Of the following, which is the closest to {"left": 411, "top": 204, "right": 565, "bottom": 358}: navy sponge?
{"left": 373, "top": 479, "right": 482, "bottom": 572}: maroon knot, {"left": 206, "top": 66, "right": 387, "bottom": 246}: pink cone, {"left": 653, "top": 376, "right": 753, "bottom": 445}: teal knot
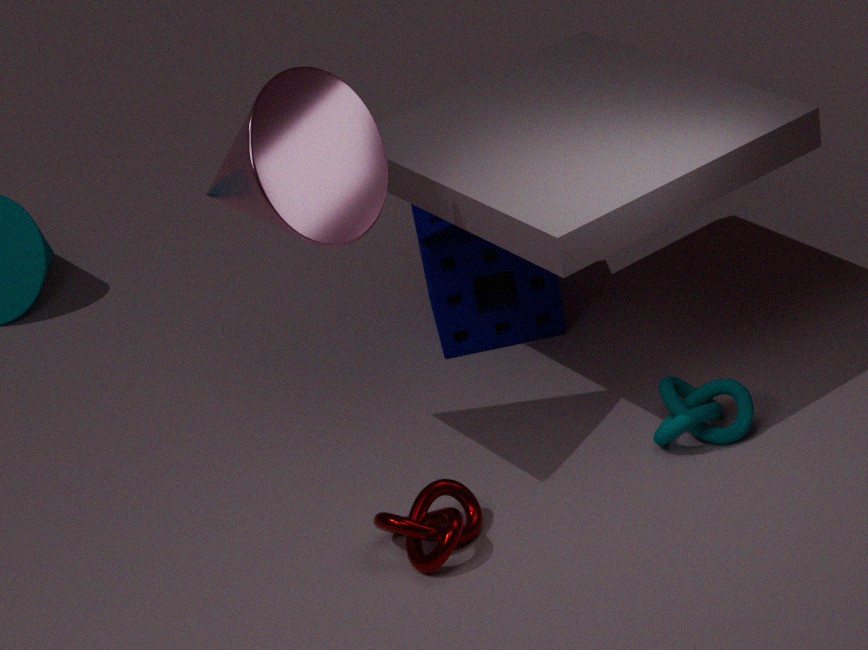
{"left": 653, "top": 376, "right": 753, "bottom": 445}: teal knot
